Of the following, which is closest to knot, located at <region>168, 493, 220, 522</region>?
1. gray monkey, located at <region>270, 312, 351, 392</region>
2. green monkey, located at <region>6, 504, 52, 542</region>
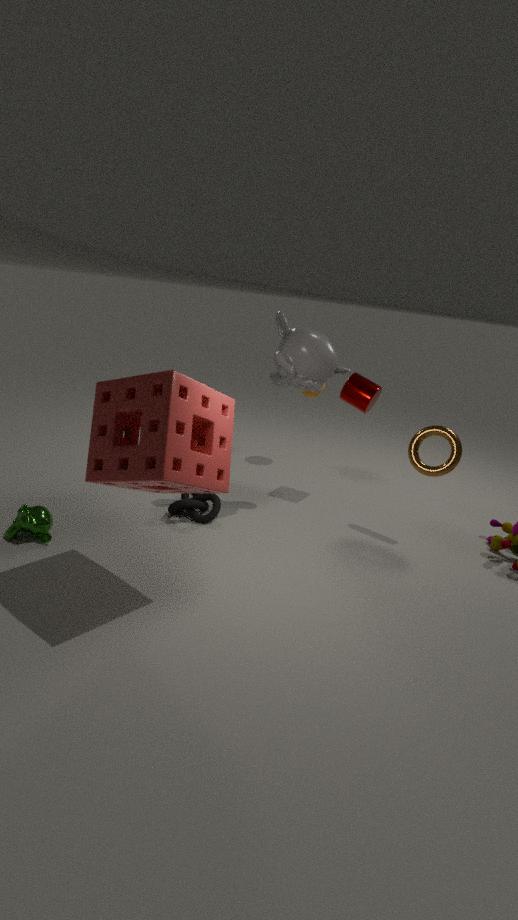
green monkey, located at <region>6, 504, 52, 542</region>
